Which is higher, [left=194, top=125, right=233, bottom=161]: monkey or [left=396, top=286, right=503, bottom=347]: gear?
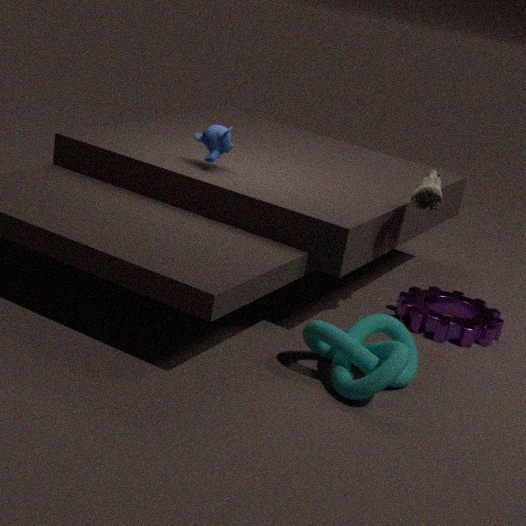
[left=194, top=125, right=233, bottom=161]: monkey
